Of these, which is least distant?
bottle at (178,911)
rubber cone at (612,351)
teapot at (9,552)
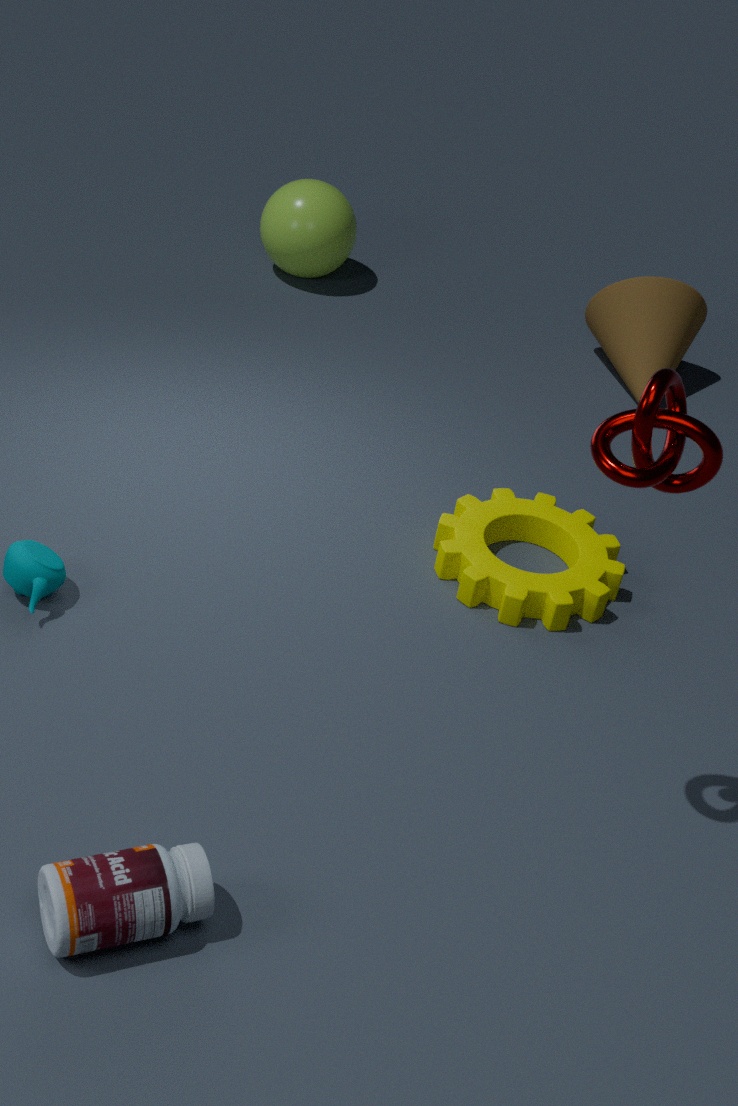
bottle at (178,911)
